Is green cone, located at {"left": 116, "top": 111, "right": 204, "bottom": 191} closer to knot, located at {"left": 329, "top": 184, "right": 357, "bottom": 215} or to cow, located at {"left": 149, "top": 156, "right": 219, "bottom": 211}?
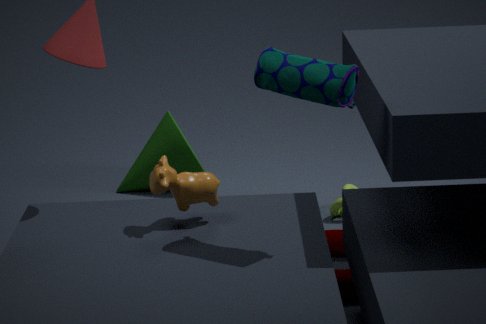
knot, located at {"left": 329, "top": 184, "right": 357, "bottom": 215}
